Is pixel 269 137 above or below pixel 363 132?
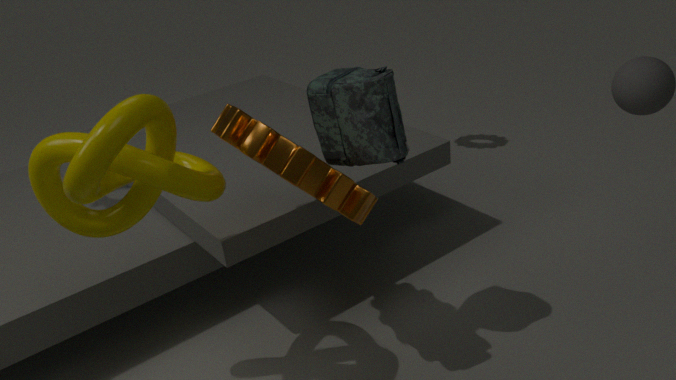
below
